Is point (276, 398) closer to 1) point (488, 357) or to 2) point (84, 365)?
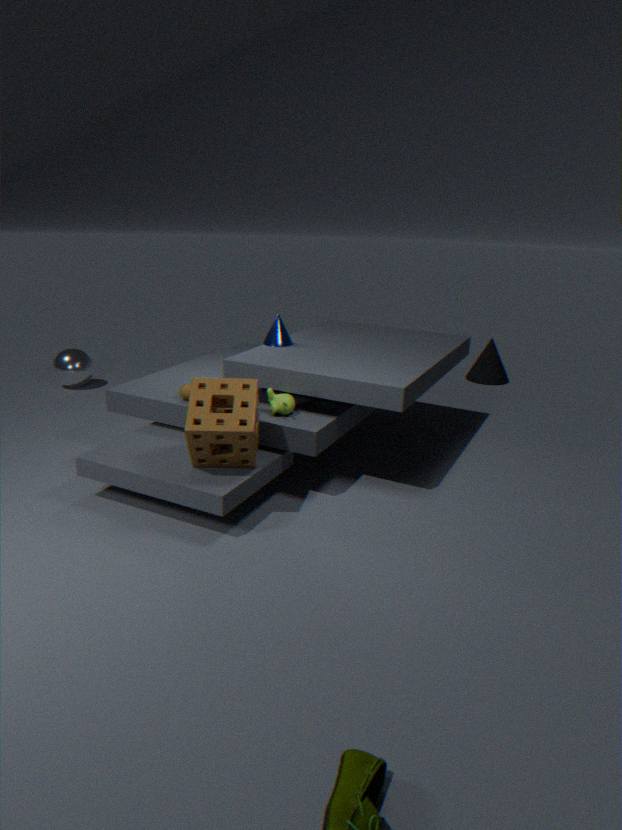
2) point (84, 365)
